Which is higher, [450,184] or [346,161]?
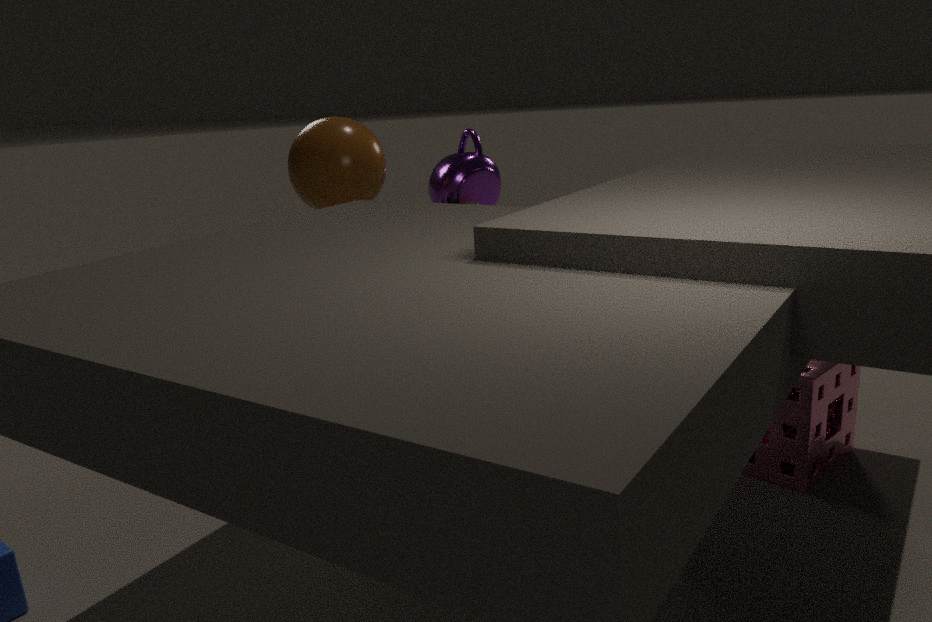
[346,161]
